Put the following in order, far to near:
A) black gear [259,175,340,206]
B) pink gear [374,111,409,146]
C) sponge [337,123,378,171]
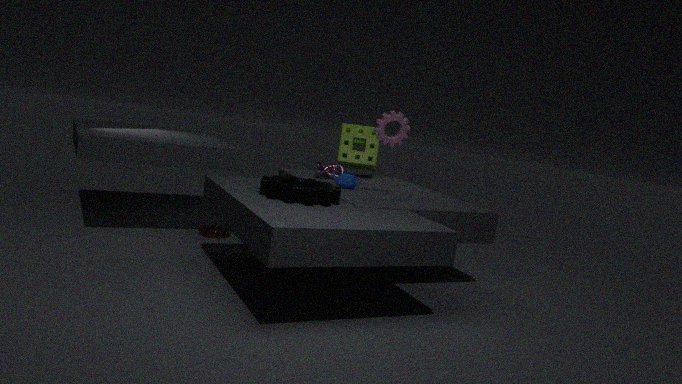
sponge [337,123,378,171] < pink gear [374,111,409,146] < black gear [259,175,340,206]
